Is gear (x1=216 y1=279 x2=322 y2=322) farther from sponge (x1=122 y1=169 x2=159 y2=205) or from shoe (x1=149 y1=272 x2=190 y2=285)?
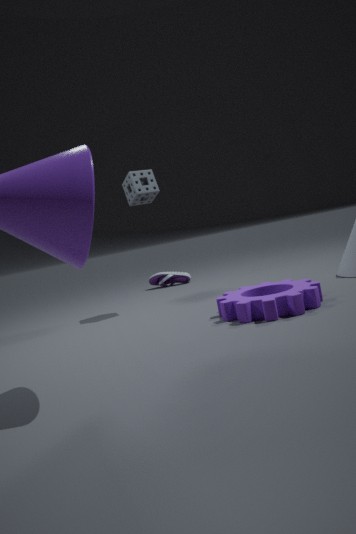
shoe (x1=149 y1=272 x2=190 y2=285)
